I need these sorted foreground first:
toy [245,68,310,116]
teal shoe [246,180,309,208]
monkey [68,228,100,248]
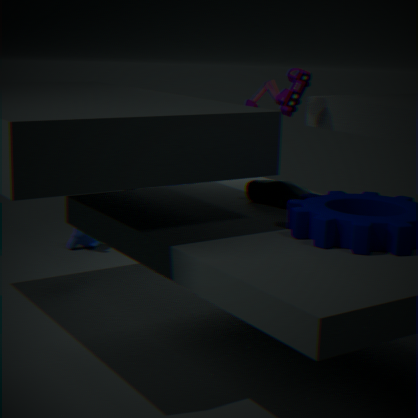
1. teal shoe [246,180,309,208]
2. toy [245,68,310,116]
3. monkey [68,228,100,248]
